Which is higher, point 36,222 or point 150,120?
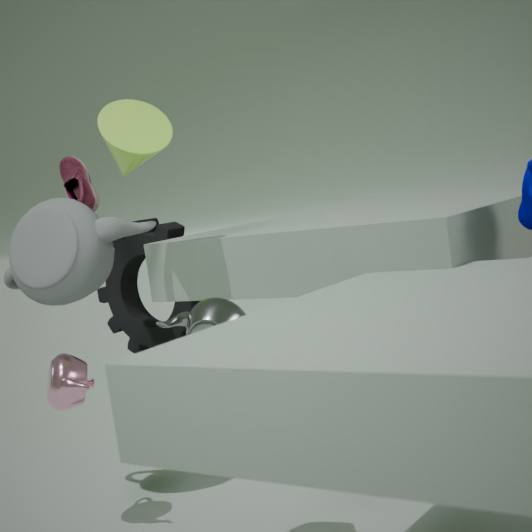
point 150,120
